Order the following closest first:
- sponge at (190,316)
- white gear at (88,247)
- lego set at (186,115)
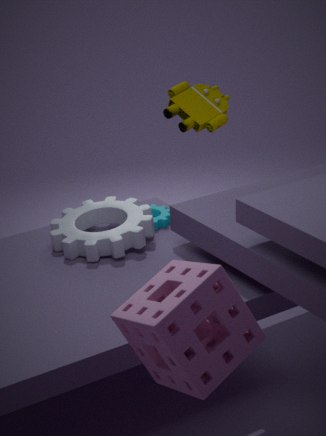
1. sponge at (190,316)
2. white gear at (88,247)
3. lego set at (186,115)
